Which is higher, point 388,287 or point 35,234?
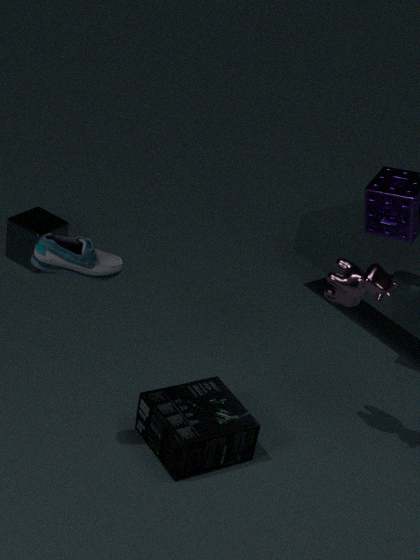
point 388,287
